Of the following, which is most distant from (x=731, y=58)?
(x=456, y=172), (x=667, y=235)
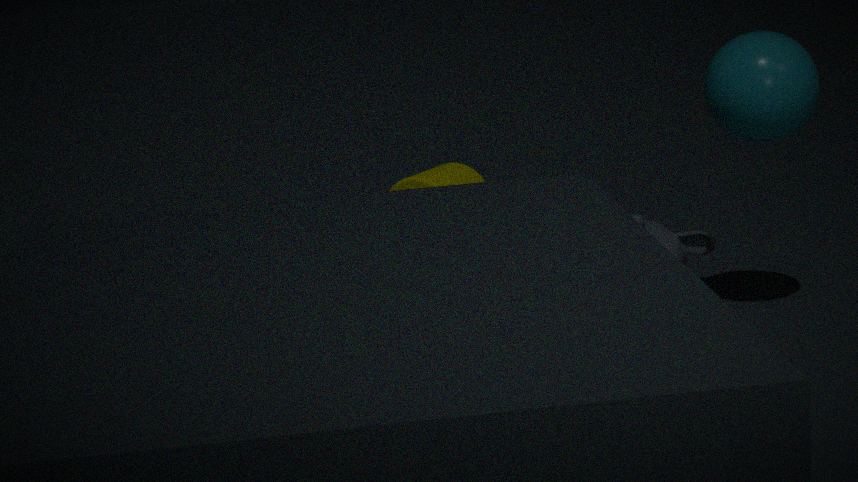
(x=456, y=172)
